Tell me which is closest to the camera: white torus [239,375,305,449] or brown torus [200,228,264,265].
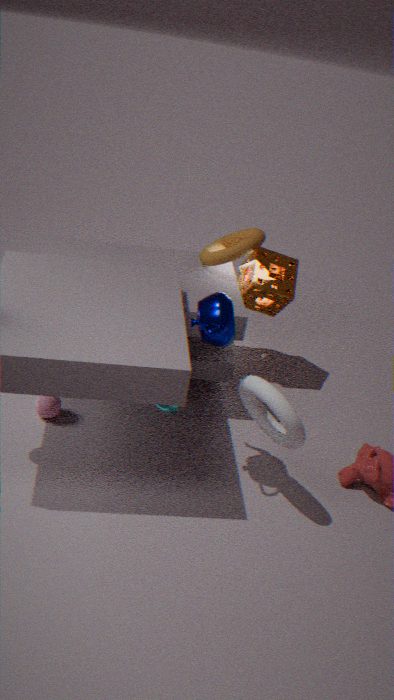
white torus [239,375,305,449]
